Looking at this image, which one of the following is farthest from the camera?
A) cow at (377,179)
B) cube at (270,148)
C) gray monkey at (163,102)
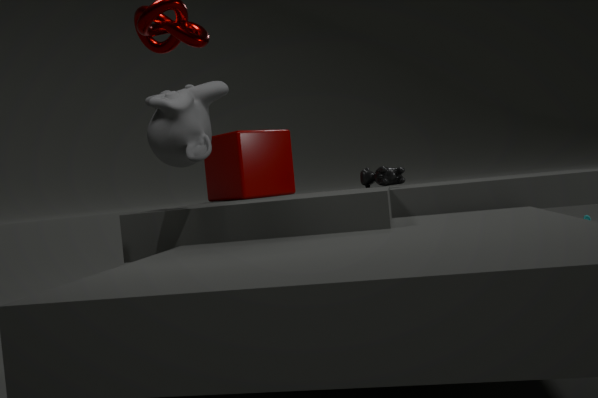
cow at (377,179)
